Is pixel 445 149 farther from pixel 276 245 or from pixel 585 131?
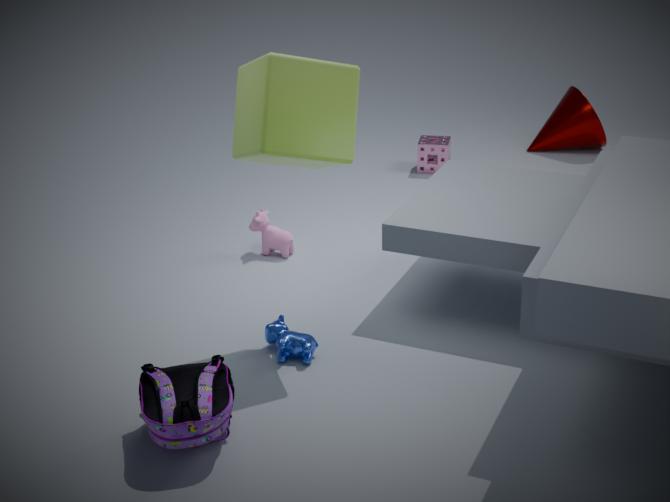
pixel 276 245
